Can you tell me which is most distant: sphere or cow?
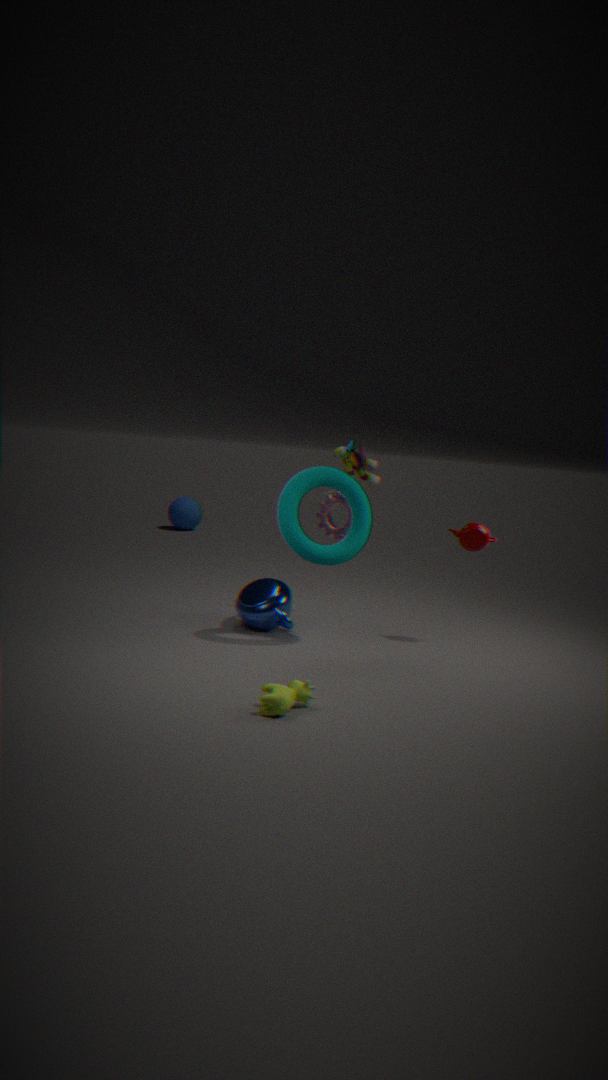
sphere
